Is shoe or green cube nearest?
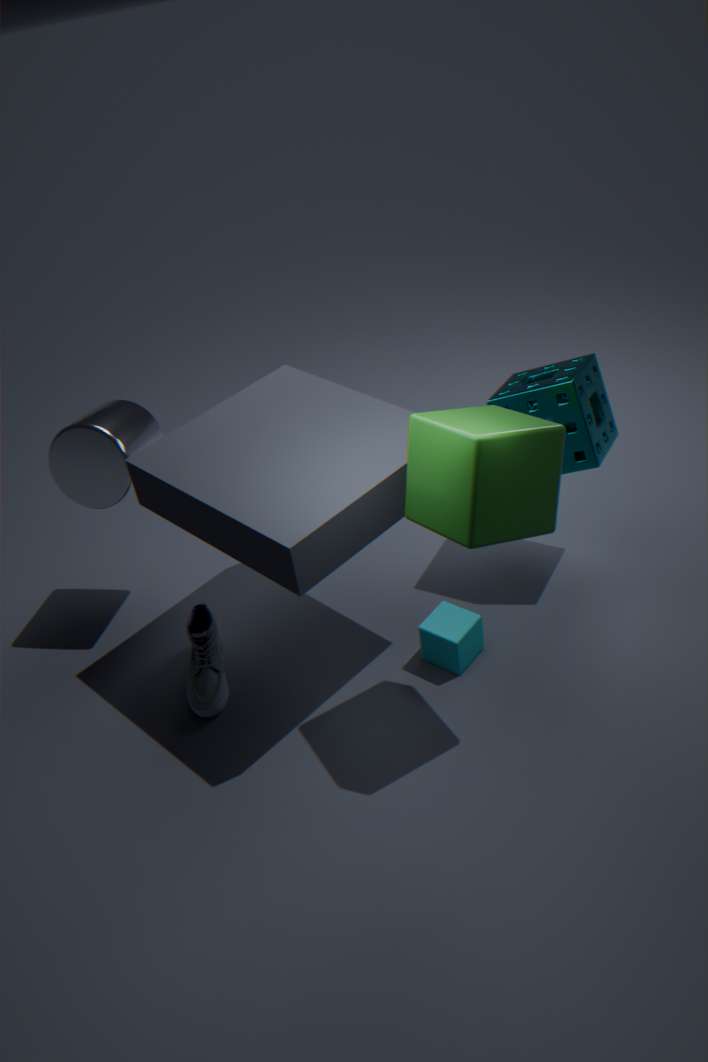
green cube
